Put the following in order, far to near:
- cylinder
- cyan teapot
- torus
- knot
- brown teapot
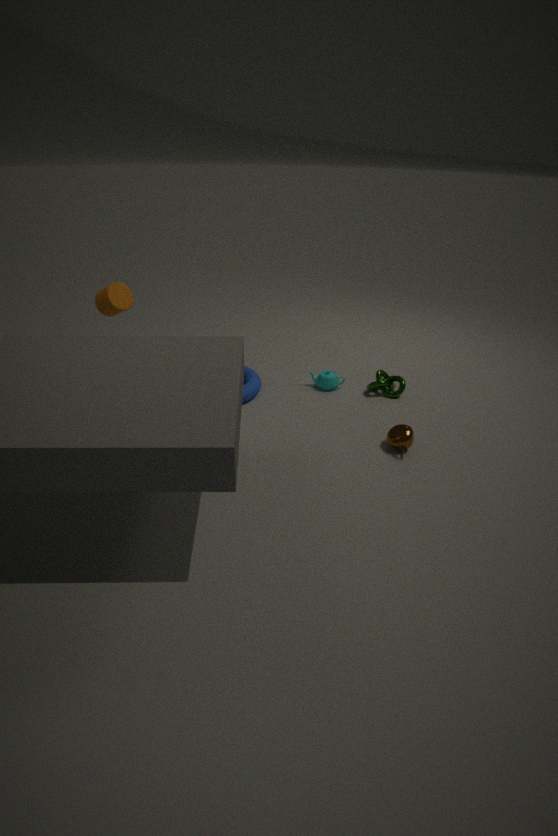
cyan teapot < knot < torus < cylinder < brown teapot
